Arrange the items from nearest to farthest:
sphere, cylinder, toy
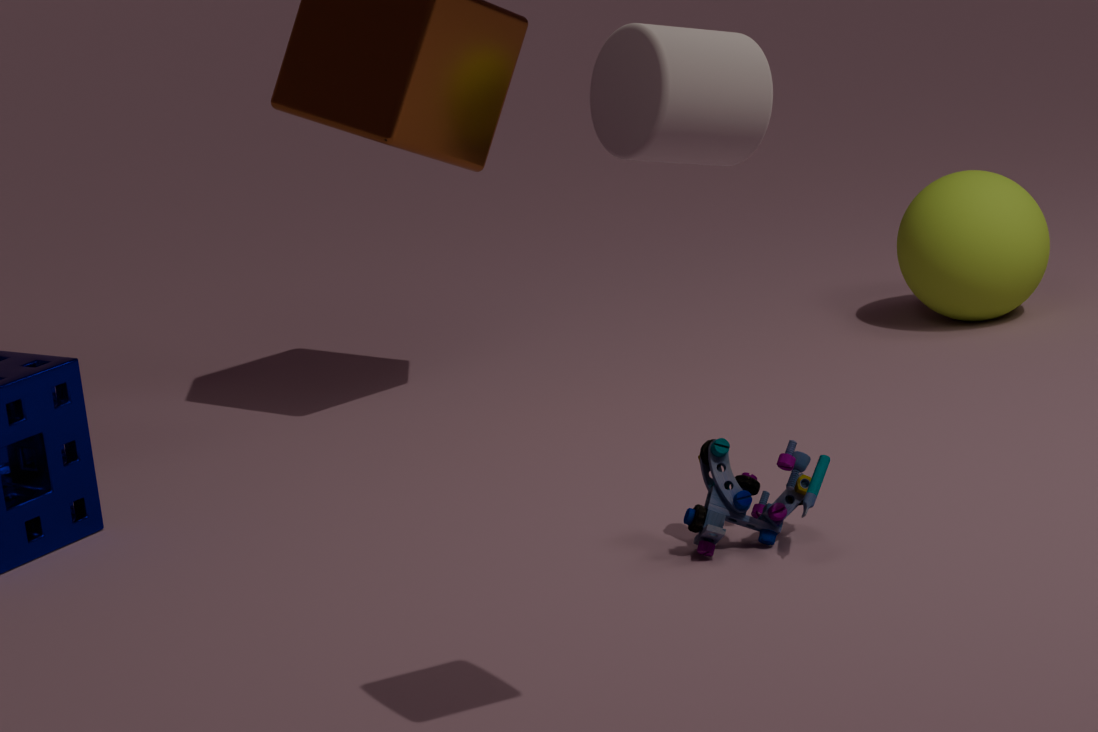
cylinder, toy, sphere
